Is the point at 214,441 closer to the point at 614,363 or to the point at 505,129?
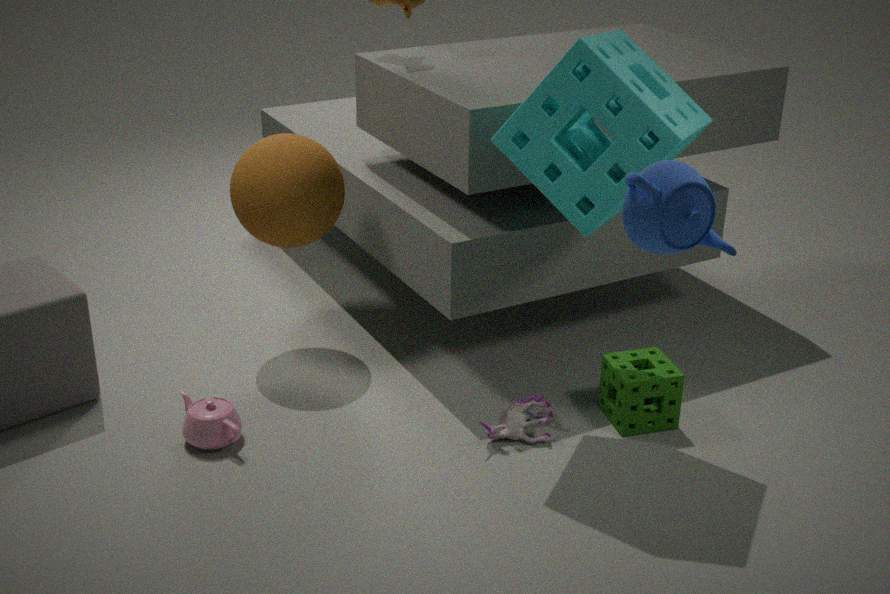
the point at 614,363
